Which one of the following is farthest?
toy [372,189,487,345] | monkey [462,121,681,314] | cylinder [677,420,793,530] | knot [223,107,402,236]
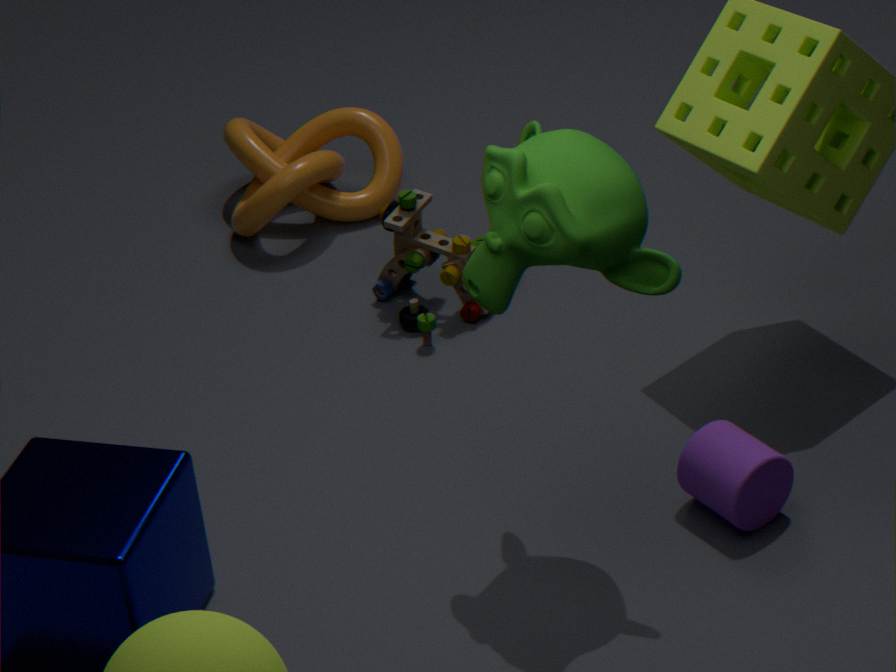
knot [223,107,402,236]
